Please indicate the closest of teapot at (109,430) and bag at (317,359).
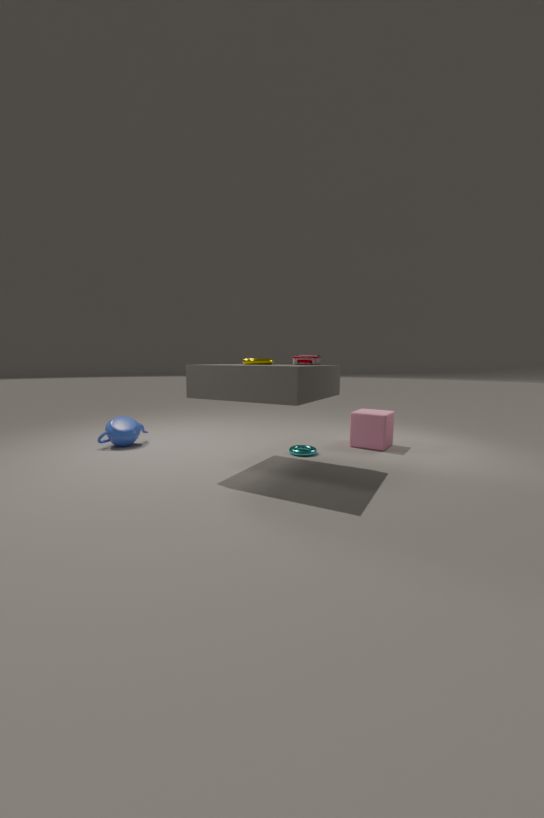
bag at (317,359)
